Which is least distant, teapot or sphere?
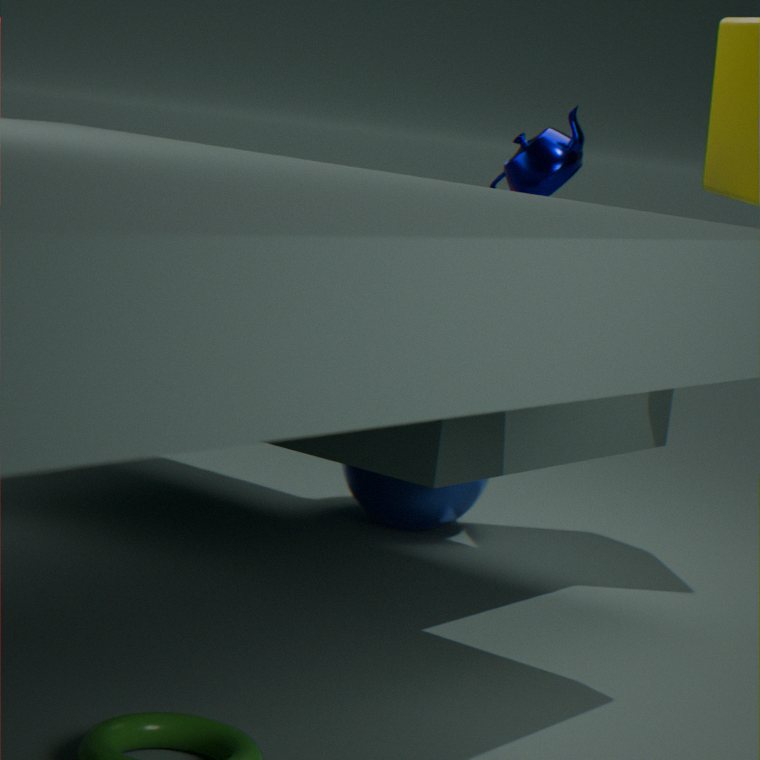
teapot
